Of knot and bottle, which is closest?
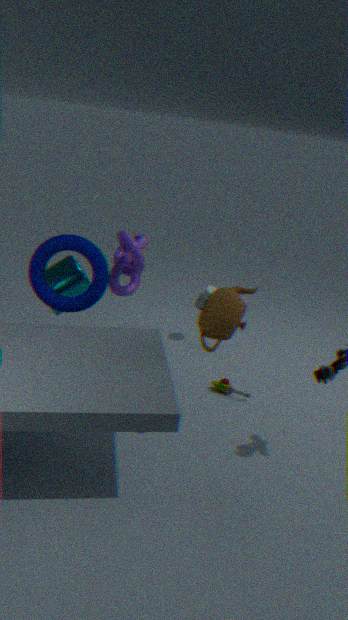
knot
